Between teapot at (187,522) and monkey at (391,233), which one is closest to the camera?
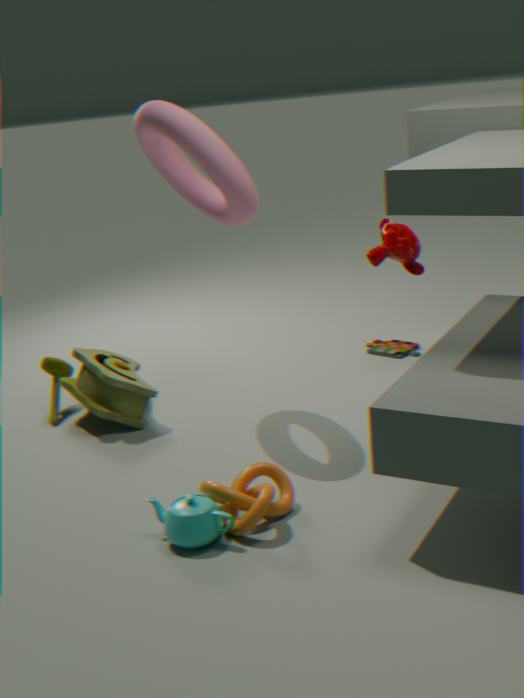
teapot at (187,522)
